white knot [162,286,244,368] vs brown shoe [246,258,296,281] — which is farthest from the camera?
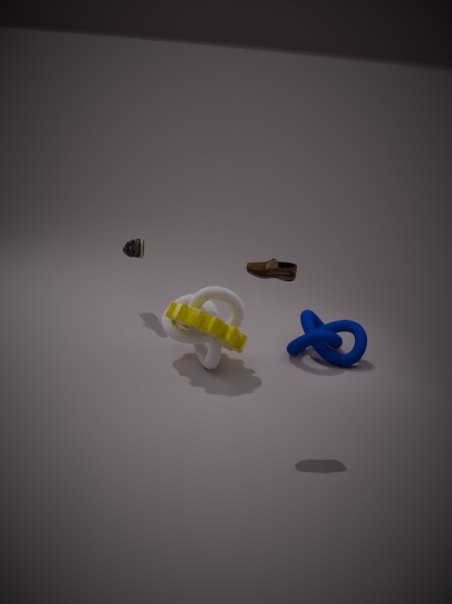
white knot [162,286,244,368]
